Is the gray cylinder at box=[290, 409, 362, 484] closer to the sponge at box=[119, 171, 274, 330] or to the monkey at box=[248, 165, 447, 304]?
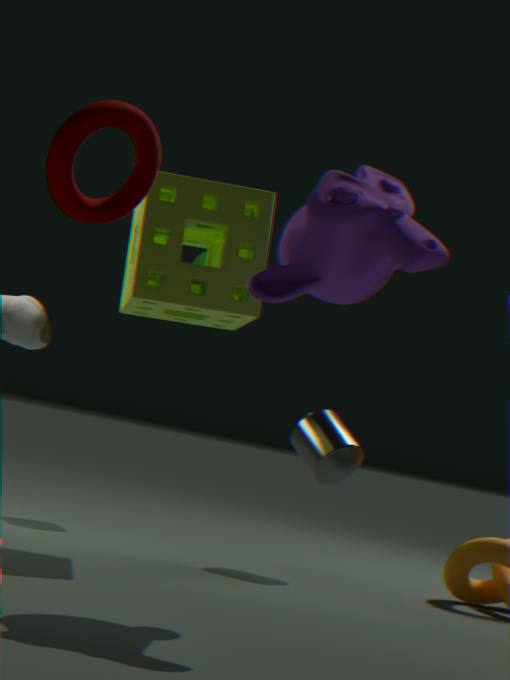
the sponge at box=[119, 171, 274, 330]
